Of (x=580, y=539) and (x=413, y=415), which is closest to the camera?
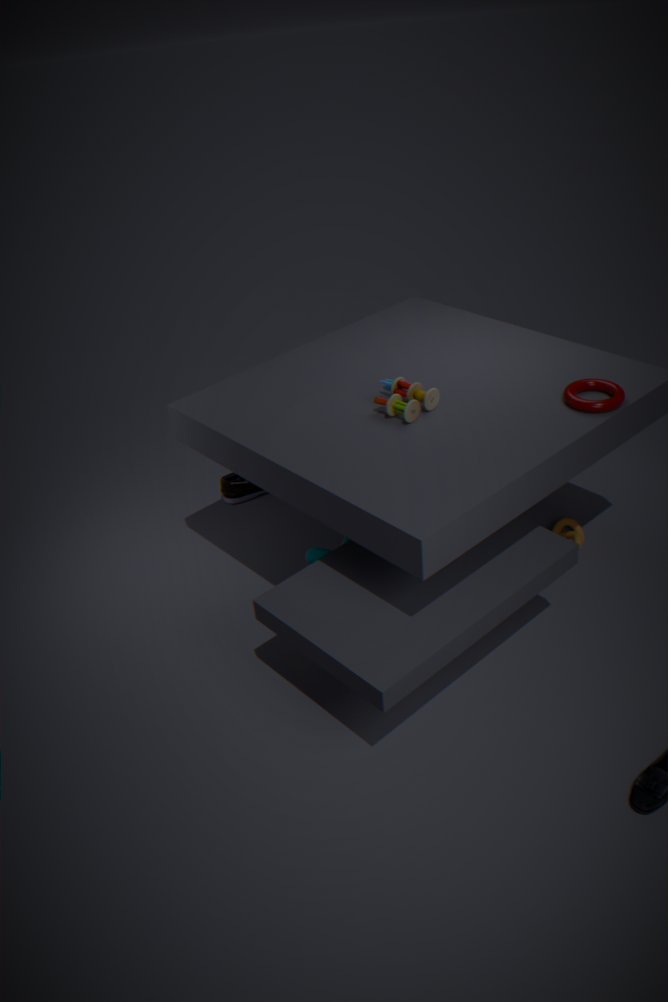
(x=413, y=415)
